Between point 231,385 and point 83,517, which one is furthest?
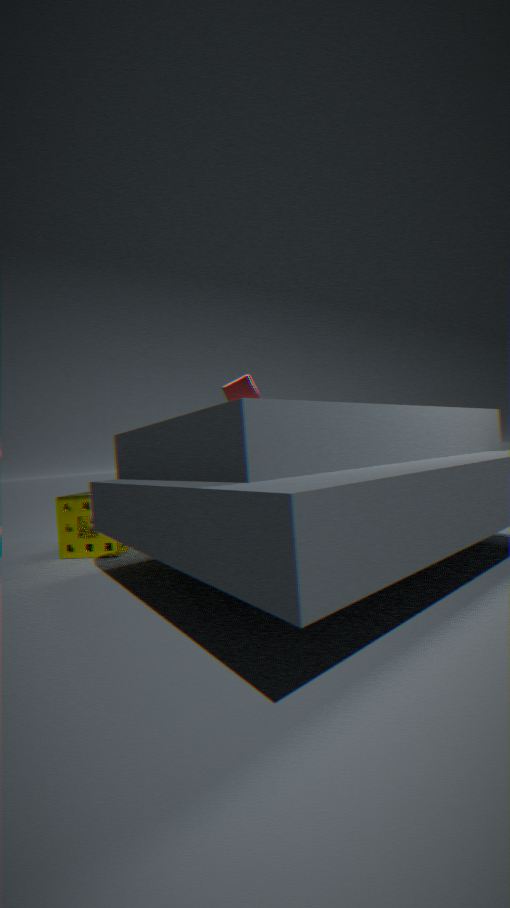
point 231,385
